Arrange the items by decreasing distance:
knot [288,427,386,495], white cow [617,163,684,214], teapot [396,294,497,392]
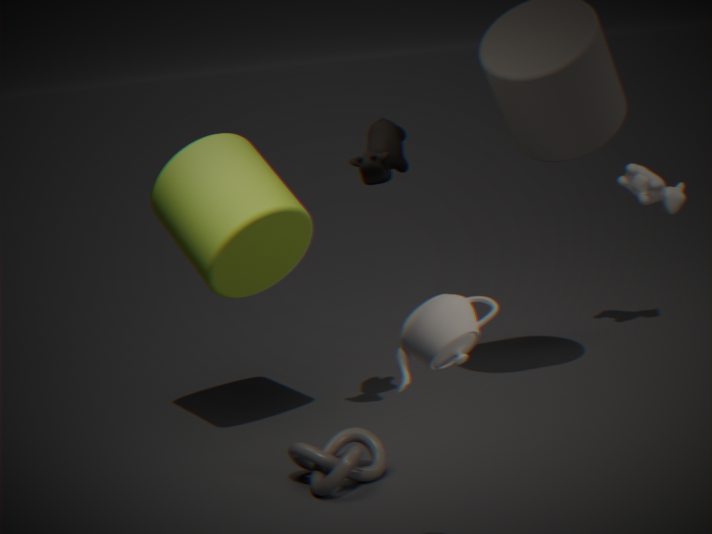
white cow [617,163,684,214] → knot [288,427,386,495] → teapot [396,294,497,392]
